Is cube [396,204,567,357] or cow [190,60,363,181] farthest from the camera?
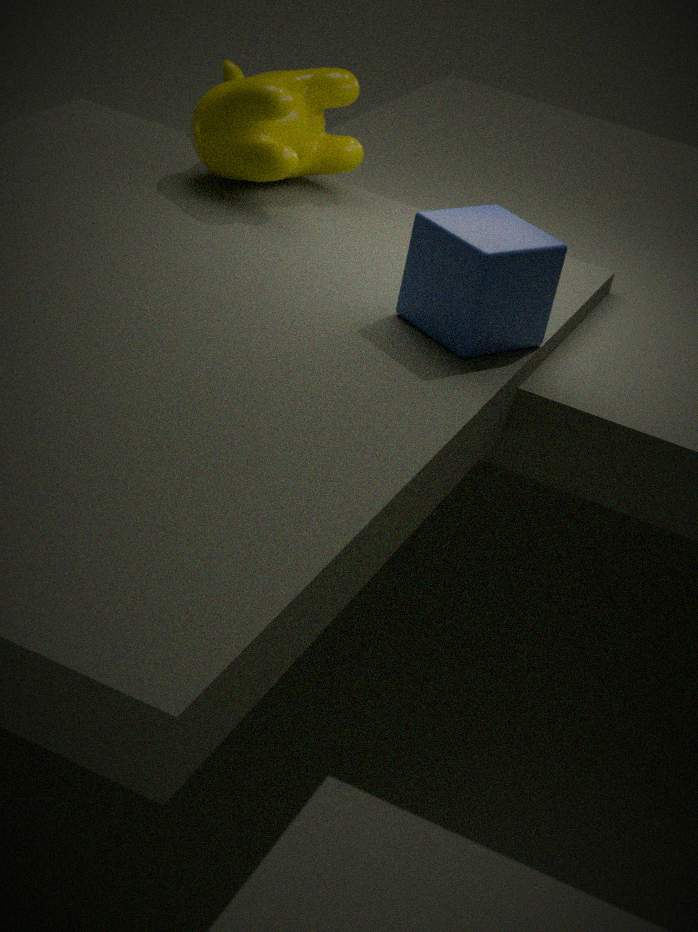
cow [190,60,363,181]
